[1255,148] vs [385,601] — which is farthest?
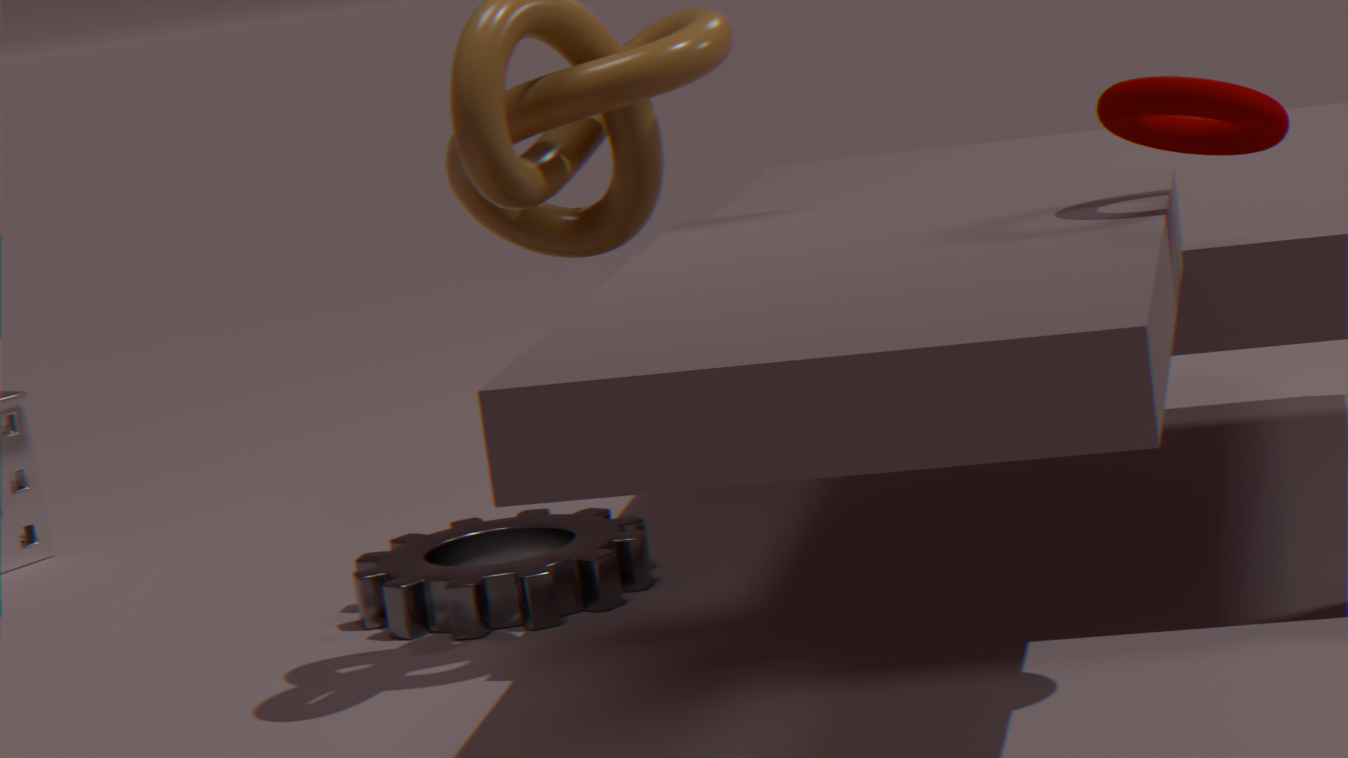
[385,601]
